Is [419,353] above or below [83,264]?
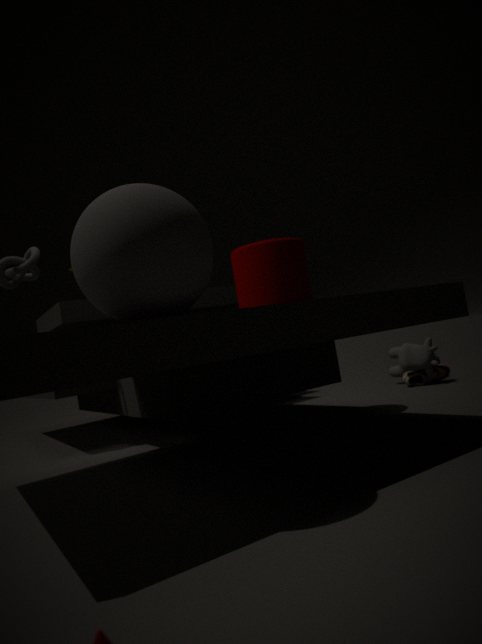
below
